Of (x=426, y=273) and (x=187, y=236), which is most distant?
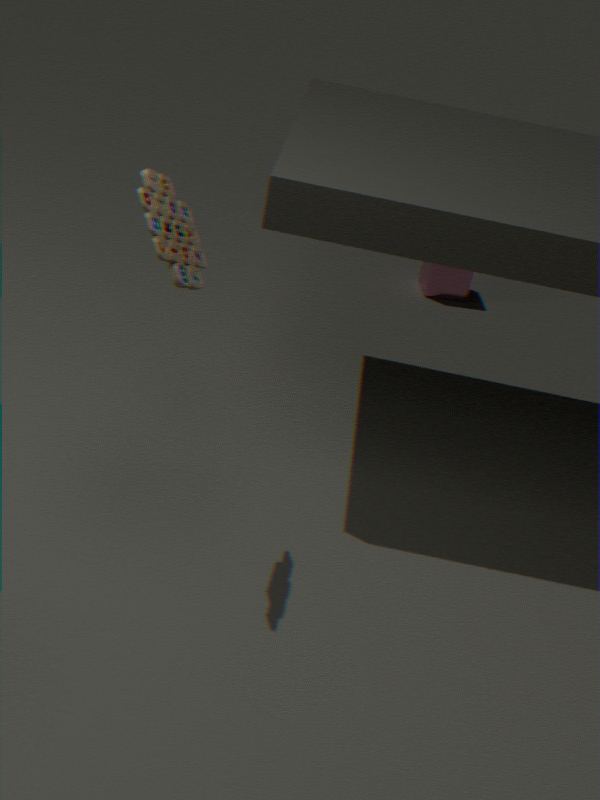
(x=426, y=273)
